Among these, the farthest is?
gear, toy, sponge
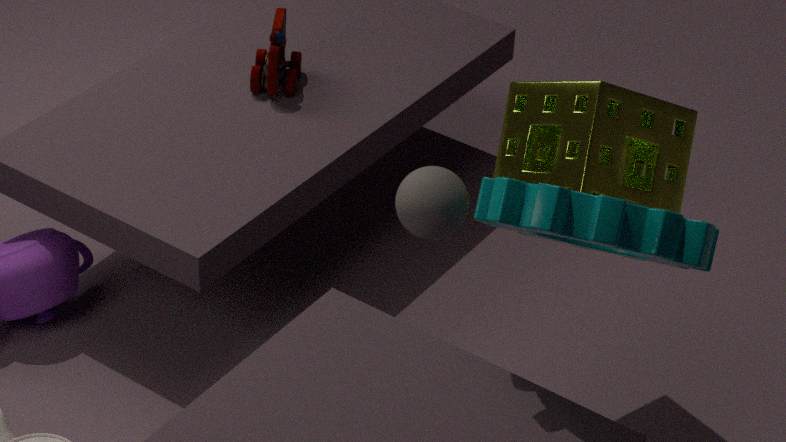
toy
